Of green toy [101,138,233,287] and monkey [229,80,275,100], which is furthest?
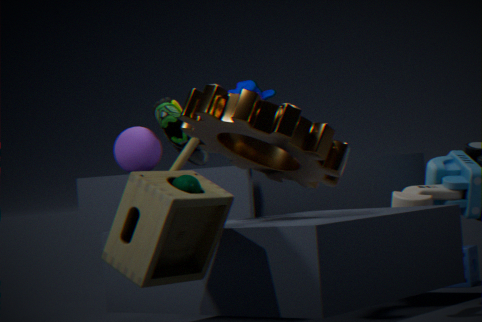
monkey [229,80,275,100]
